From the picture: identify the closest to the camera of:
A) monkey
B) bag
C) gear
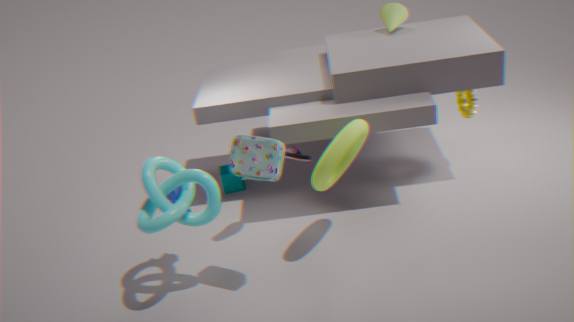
bag
